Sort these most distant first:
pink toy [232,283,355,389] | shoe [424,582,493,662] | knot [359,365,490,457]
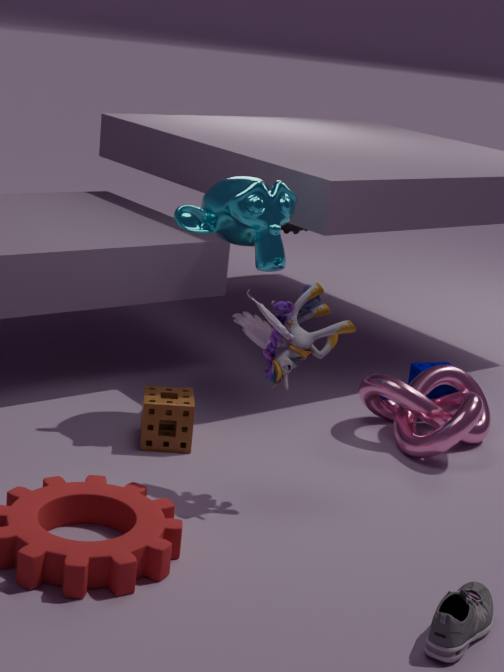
knot [359,365,490,457], pink toy [232,283,355,389], shoe [424,582,493,662]
